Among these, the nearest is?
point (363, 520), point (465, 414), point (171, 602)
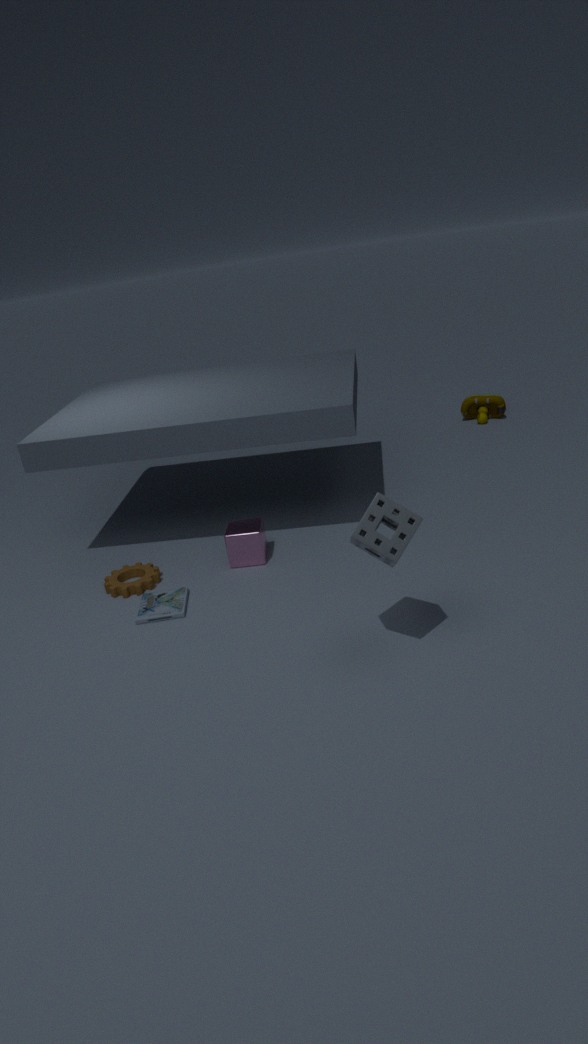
point (363, 520)
